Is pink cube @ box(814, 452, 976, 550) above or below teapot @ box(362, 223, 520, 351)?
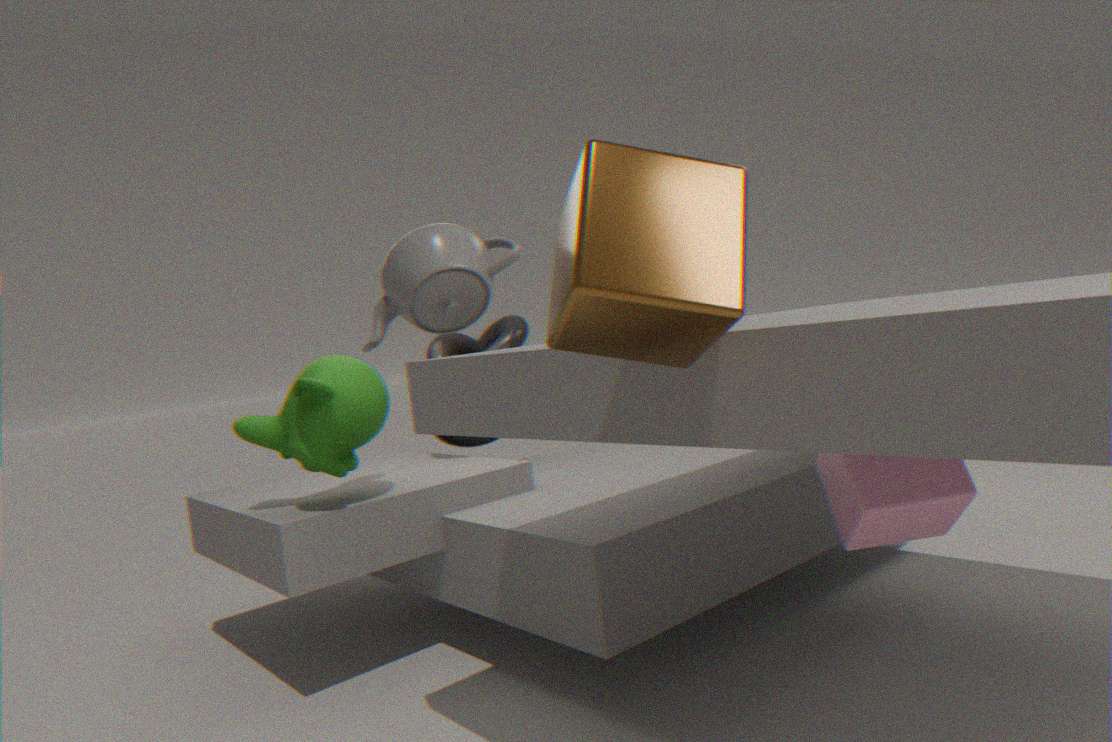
below
